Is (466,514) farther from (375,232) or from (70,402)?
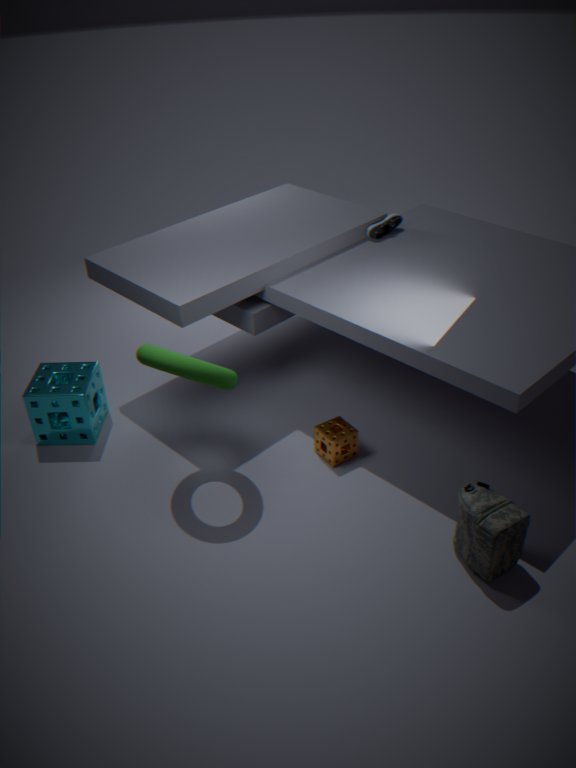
(70,402)
